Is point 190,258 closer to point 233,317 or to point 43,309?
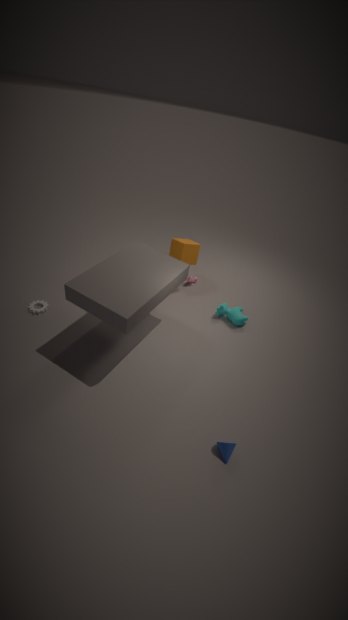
point 233,317
